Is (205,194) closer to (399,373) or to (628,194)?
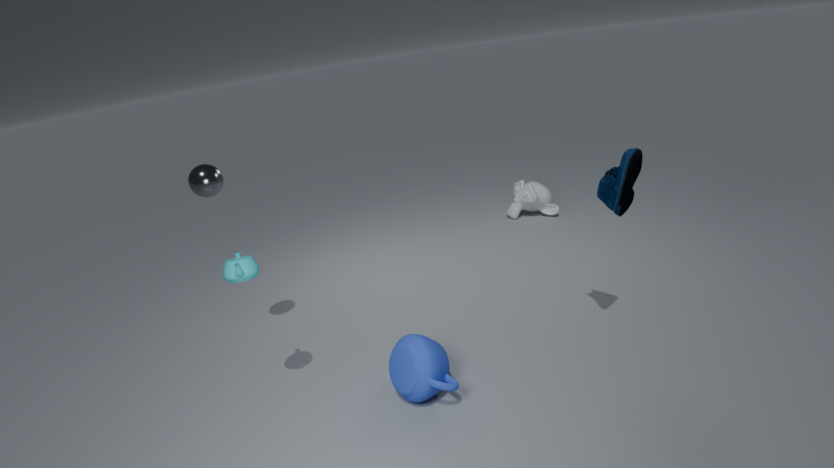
(399,373)
